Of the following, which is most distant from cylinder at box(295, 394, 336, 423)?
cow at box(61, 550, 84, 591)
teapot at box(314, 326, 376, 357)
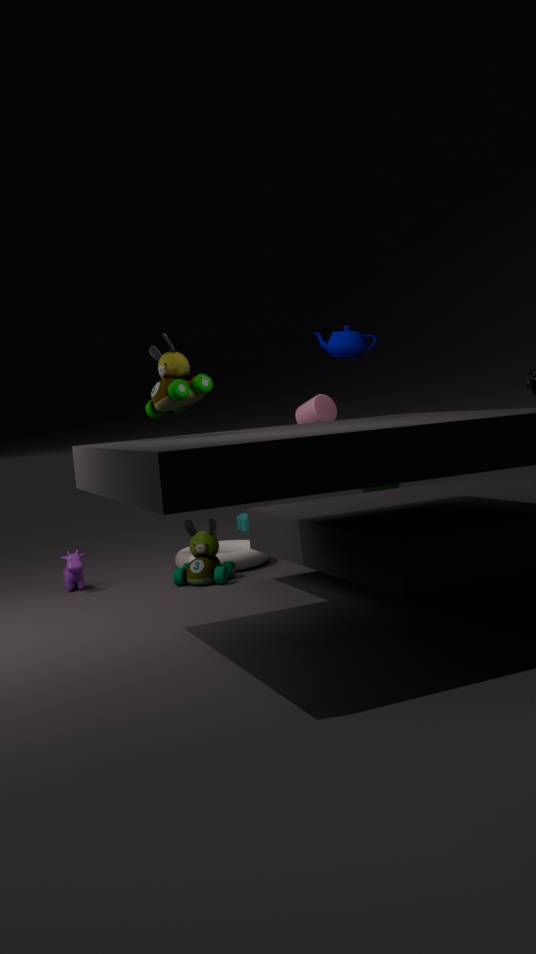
cow at box(61, 550, 84, 591)
